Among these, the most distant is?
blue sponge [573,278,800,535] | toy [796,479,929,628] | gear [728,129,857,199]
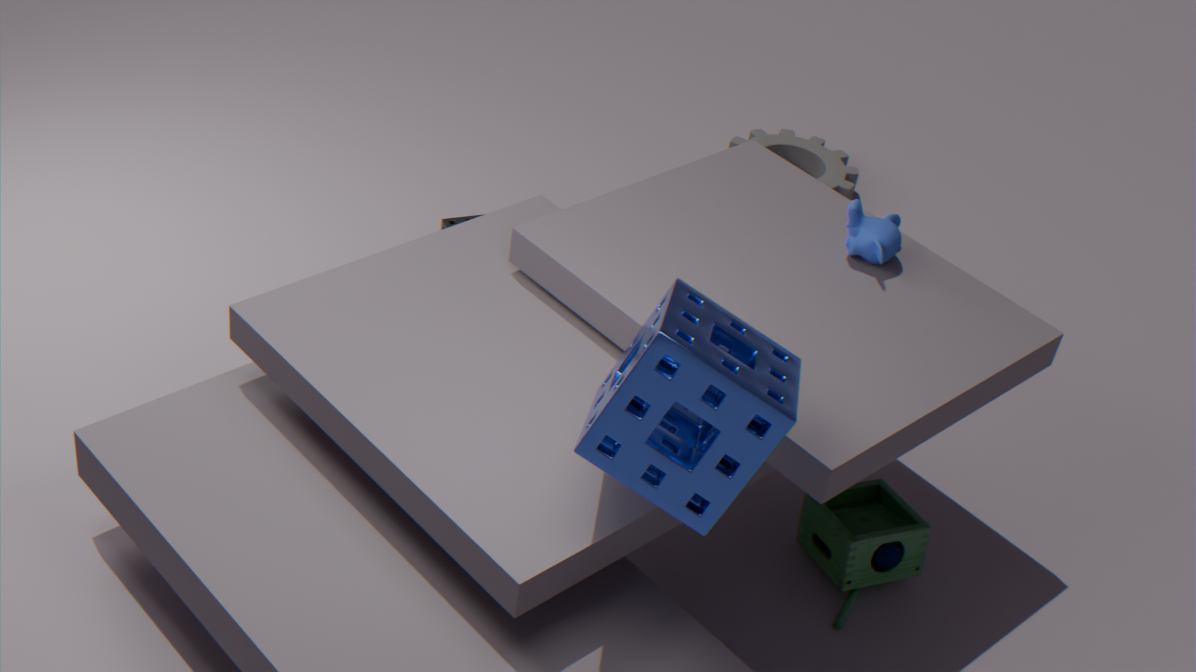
gear [728,129,857,199]
